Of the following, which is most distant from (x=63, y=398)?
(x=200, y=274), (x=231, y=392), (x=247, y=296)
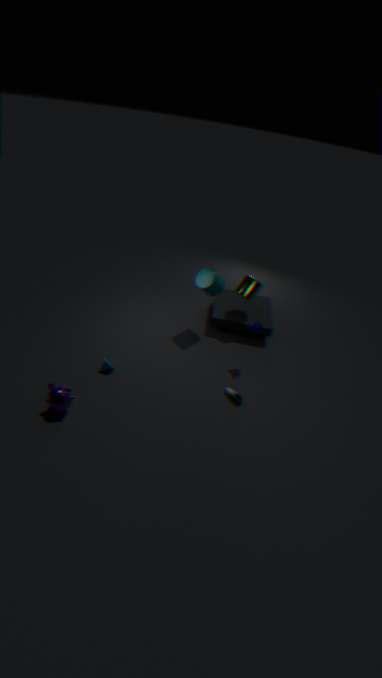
(x=247, y=296)
